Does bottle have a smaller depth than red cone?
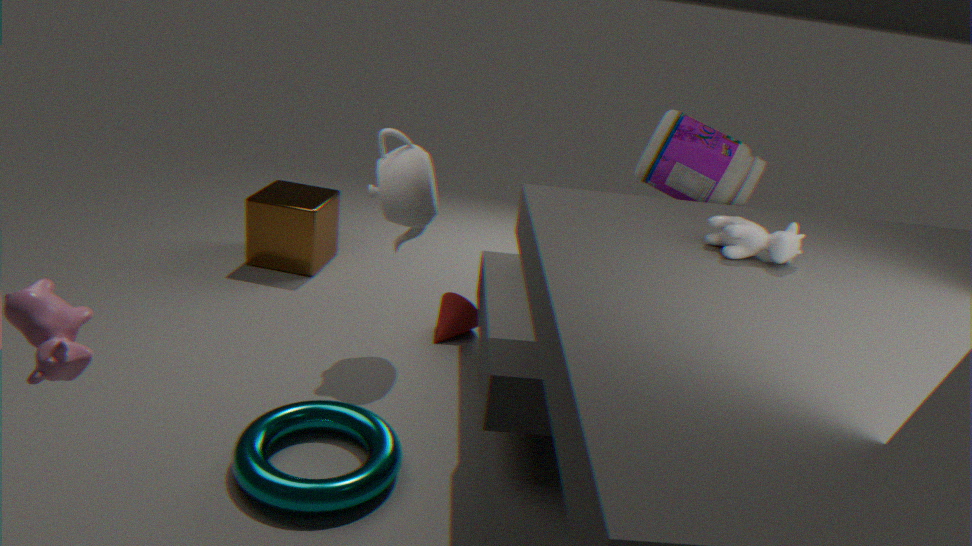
Yes
